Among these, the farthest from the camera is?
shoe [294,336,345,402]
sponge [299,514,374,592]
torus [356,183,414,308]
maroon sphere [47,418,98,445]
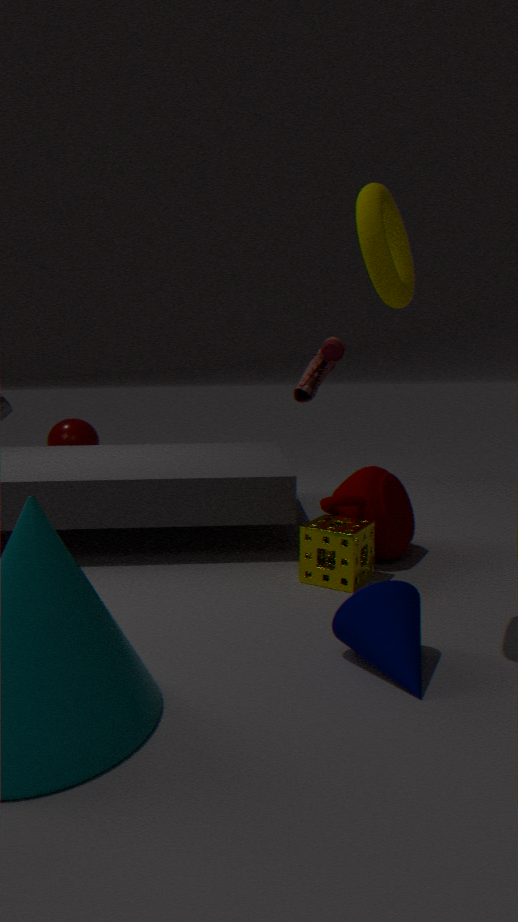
maroon sphere [47,418,98,445]
